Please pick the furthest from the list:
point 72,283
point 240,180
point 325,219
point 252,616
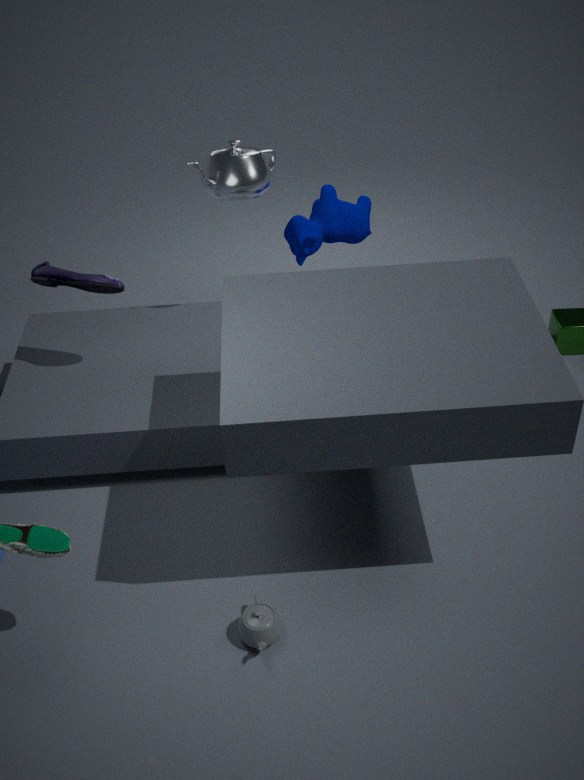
point 325,219
